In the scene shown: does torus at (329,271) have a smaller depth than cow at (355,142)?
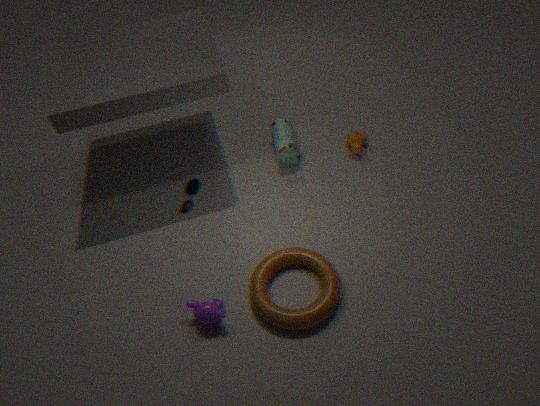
Yes
